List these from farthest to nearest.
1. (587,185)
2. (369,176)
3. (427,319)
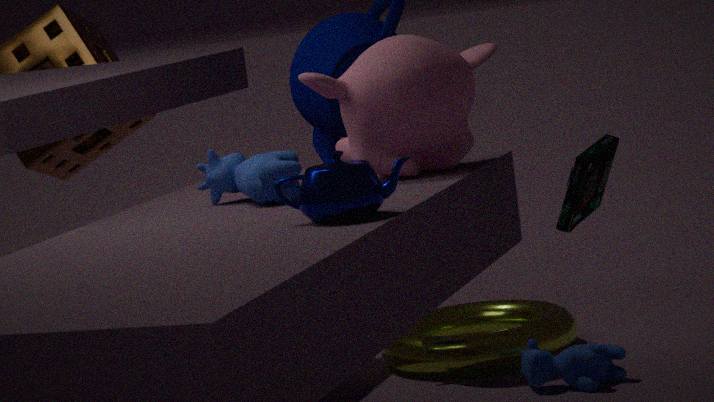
1. (427,319)
2. (587,185)
3. (369,176)
